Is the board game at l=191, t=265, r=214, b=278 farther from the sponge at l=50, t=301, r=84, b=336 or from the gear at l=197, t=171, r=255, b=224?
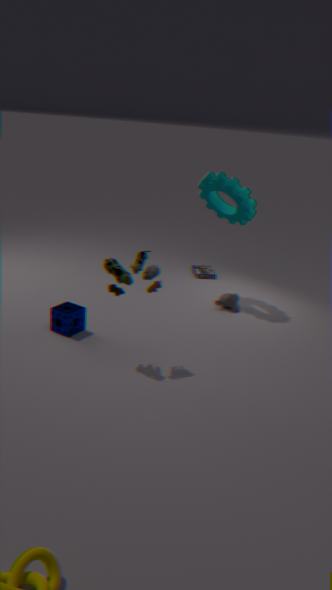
the sponge at l=50, t=301, r=84, b=336
